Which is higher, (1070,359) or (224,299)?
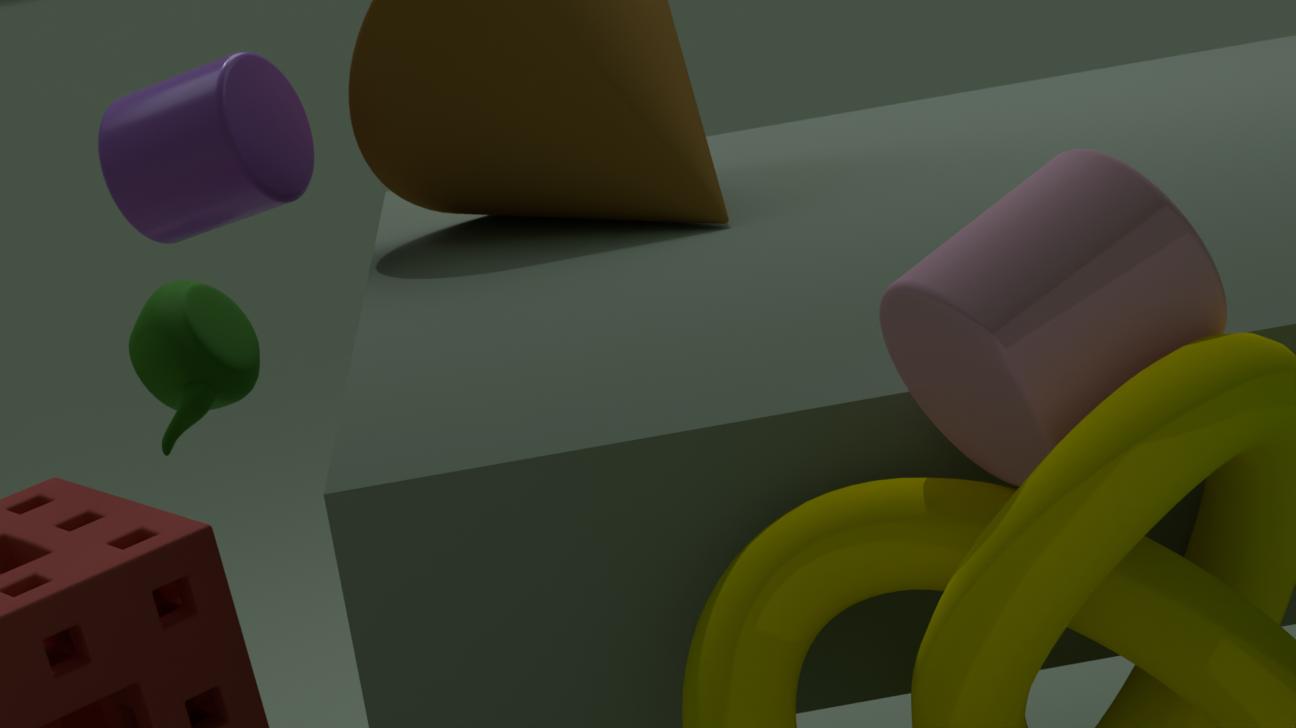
(1070,359)
